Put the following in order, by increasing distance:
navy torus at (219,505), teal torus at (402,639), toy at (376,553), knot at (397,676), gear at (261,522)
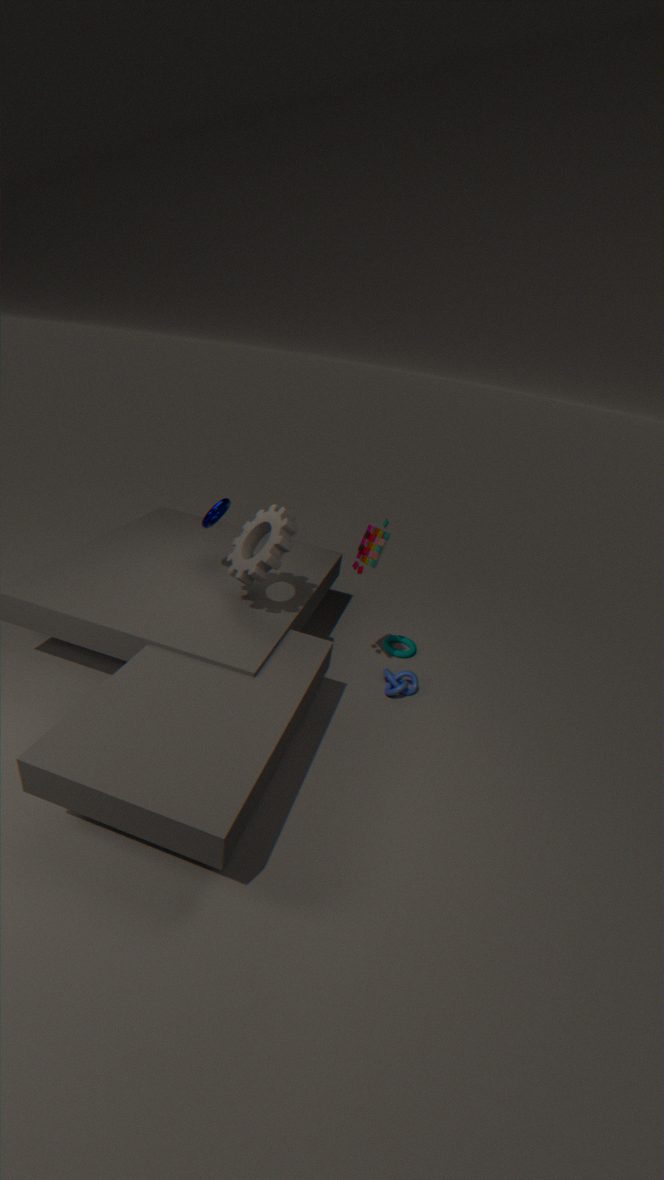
gear at (261,522) < toy at (376,553) < navy torus at (219,505) < knot at (397,676) < teal torus at (402,639)
